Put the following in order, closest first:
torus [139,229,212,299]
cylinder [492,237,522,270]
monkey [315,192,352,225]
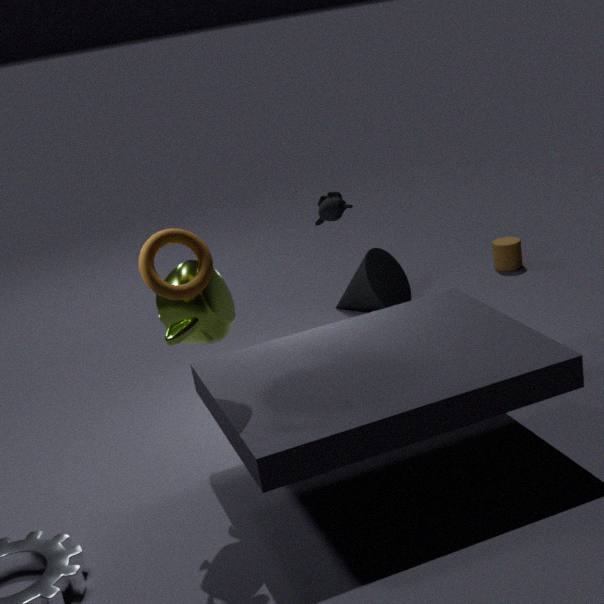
torus [139,229,212,299] → monkey [315,192,352,225] → cylinder [492,237,522,270]
